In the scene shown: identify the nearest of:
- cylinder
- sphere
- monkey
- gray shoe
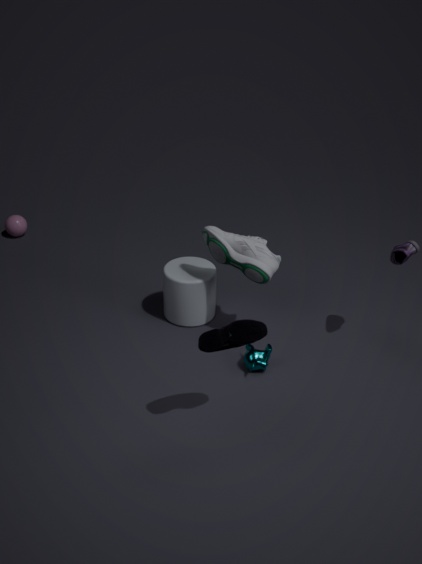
monkey
